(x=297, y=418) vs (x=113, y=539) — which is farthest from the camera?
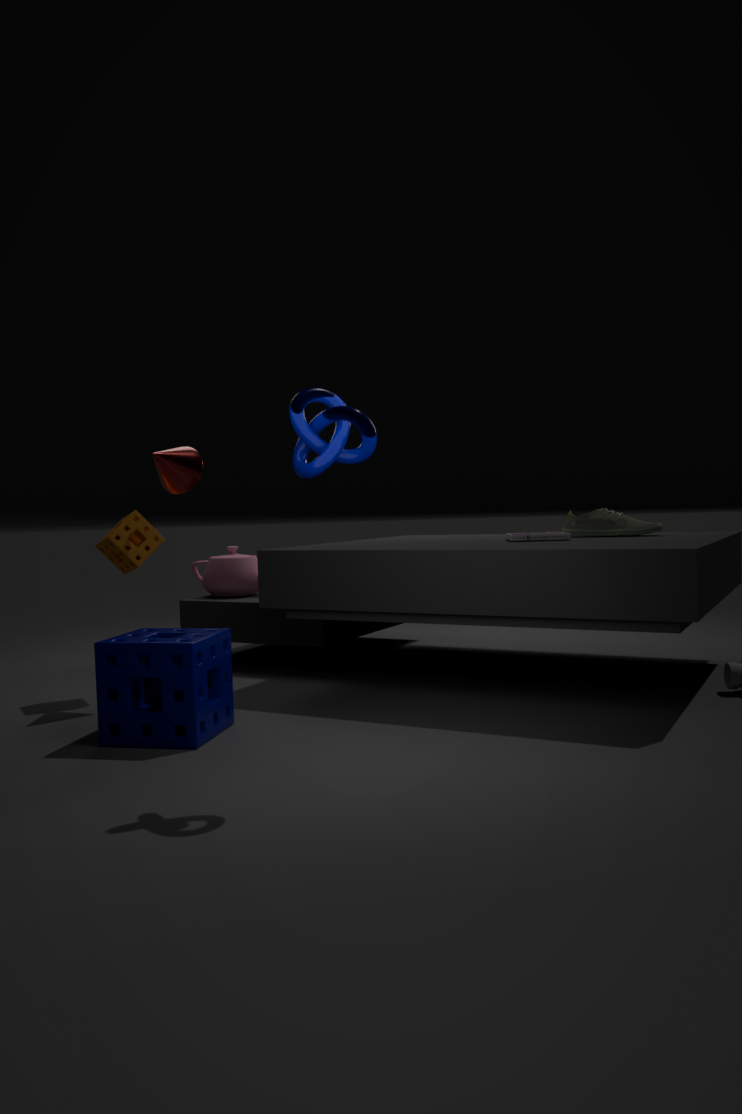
(x=113, y=539)
